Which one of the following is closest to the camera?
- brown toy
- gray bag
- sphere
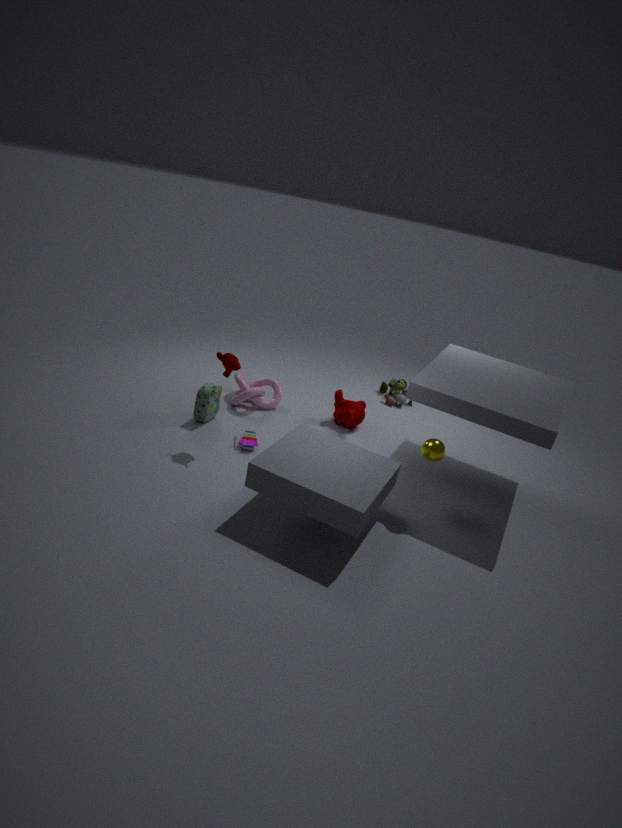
sphere
